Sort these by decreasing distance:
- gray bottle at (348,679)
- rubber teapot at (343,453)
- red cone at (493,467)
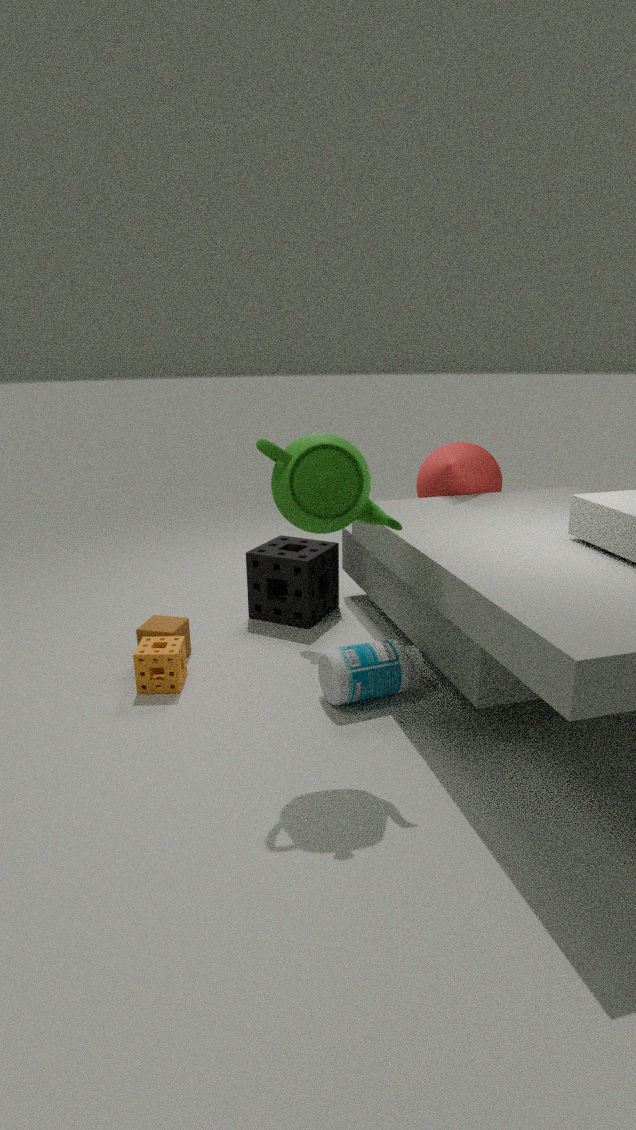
red cone at (493,467) < gray bottle at (348,679) < rubber teapot at (343,453)
